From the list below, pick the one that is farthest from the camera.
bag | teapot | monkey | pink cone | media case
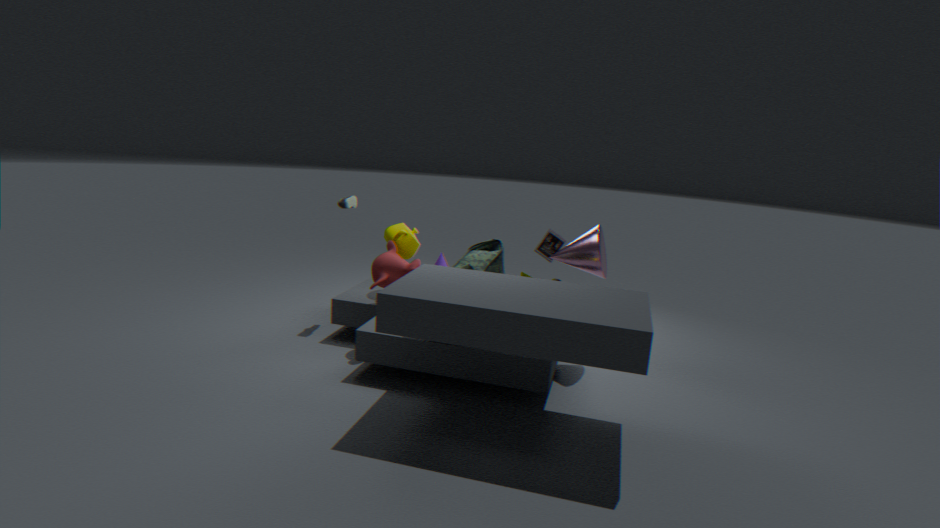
media case
